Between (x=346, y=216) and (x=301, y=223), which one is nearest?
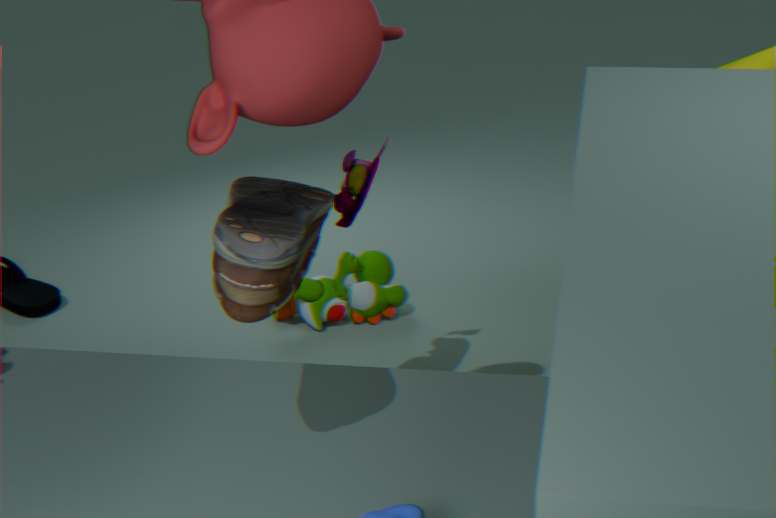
(x=301, y=223)
